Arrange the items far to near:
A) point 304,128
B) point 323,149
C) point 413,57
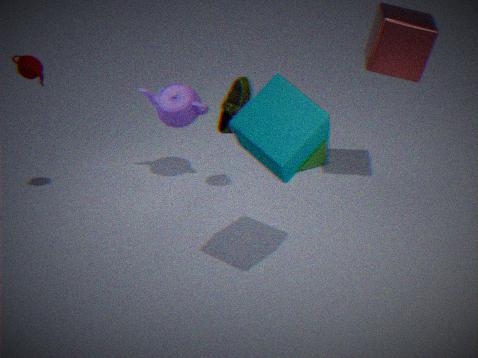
point 323,149 → point 413,57 → point 304,128
